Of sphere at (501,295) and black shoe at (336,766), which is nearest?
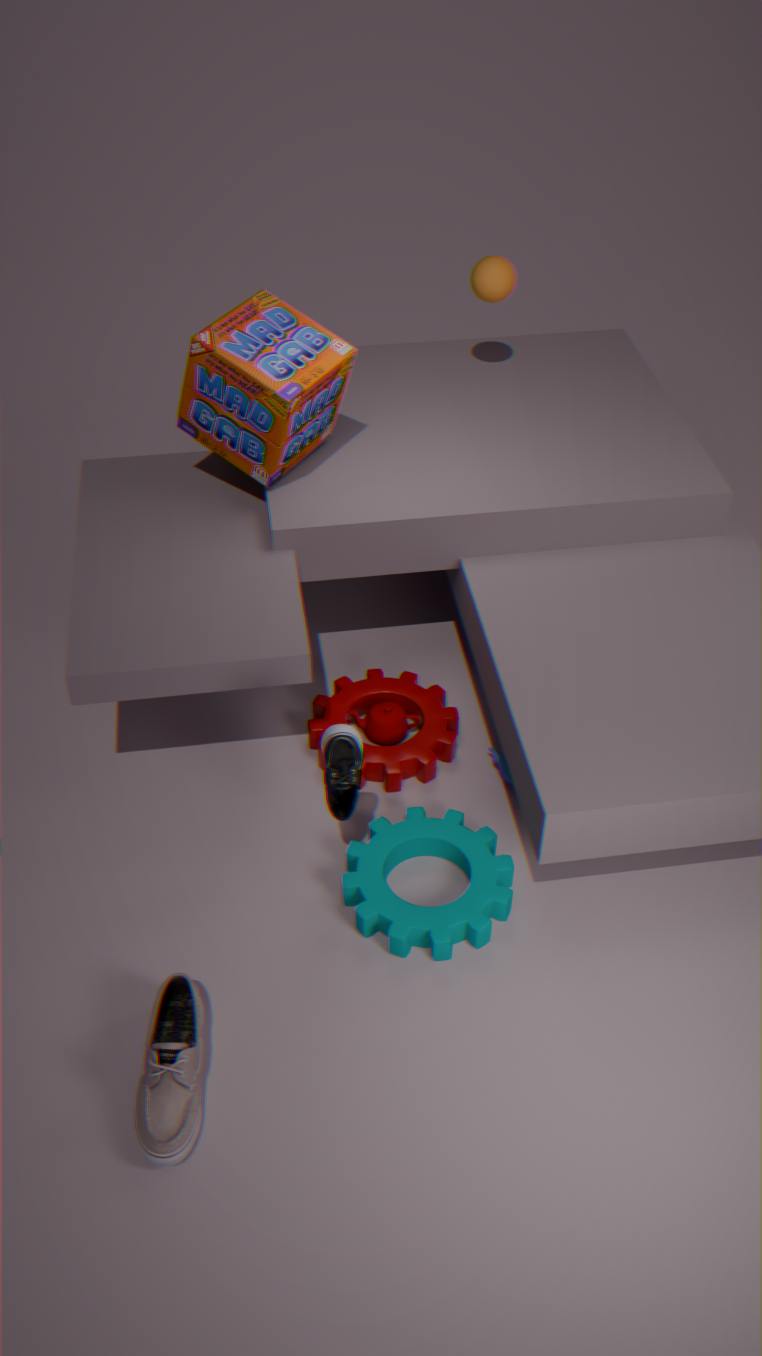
black shoe at (336,766)
